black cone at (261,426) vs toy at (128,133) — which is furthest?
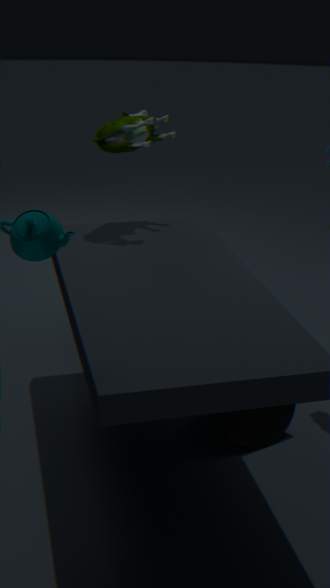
toy at (128,133)
